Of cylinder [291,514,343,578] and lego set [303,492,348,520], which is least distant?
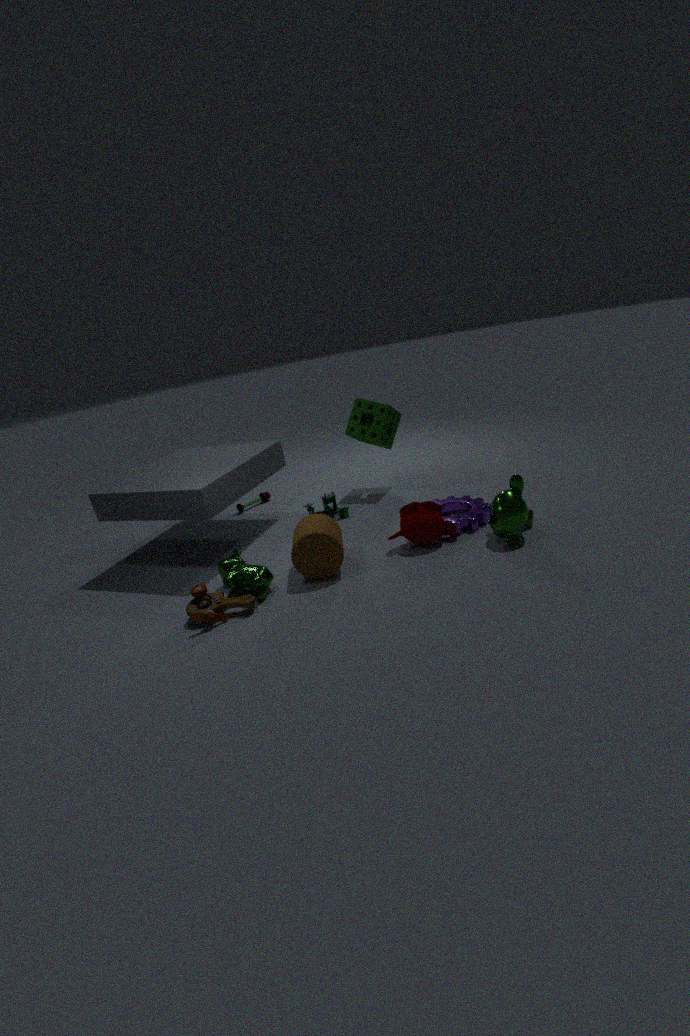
cylinder [291,514,343,578]
